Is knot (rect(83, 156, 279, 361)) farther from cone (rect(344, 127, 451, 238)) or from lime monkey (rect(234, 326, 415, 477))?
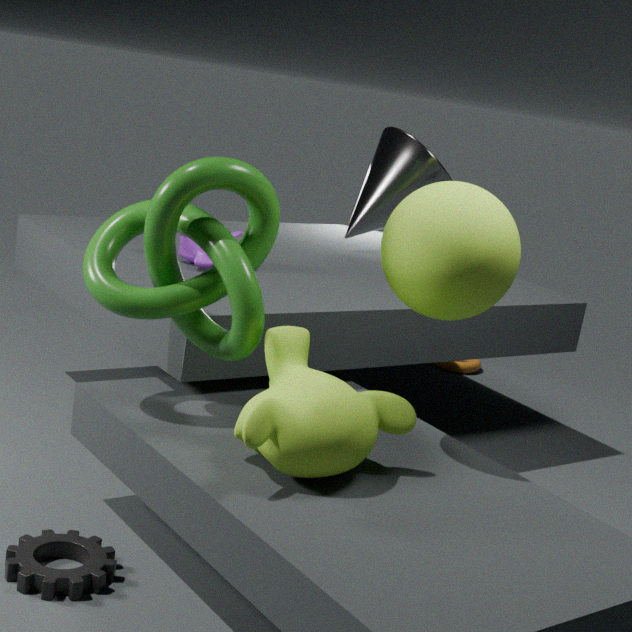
cone (rect(344, 127, 451, 238))
